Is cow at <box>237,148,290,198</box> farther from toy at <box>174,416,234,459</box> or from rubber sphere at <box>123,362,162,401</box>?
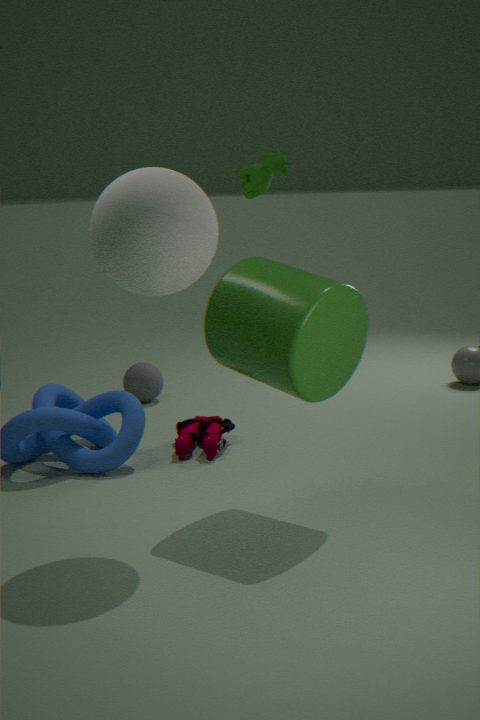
toy at <box>174,416,234,459</box>
